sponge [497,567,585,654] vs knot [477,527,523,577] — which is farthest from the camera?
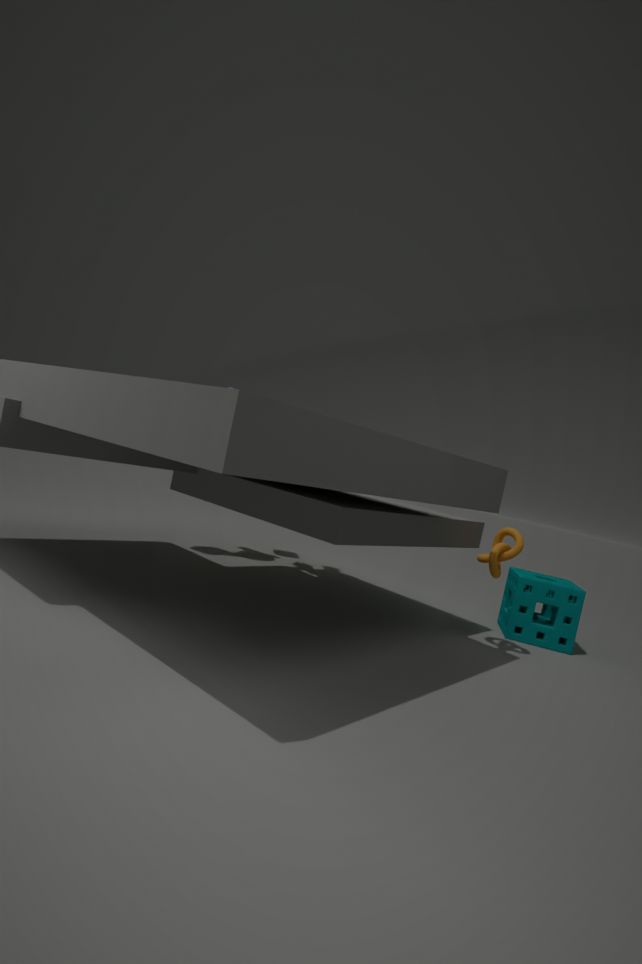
sponge [497,567,585,654]
